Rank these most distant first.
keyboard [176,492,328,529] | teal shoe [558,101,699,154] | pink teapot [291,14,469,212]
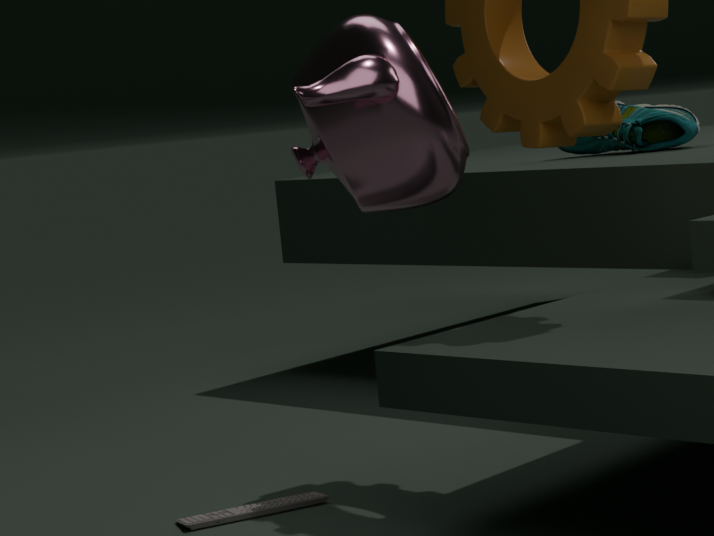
teal shoe [558,101,699,154], keyboard [176,492,328,529], pink teapot [291,14,469,212]
